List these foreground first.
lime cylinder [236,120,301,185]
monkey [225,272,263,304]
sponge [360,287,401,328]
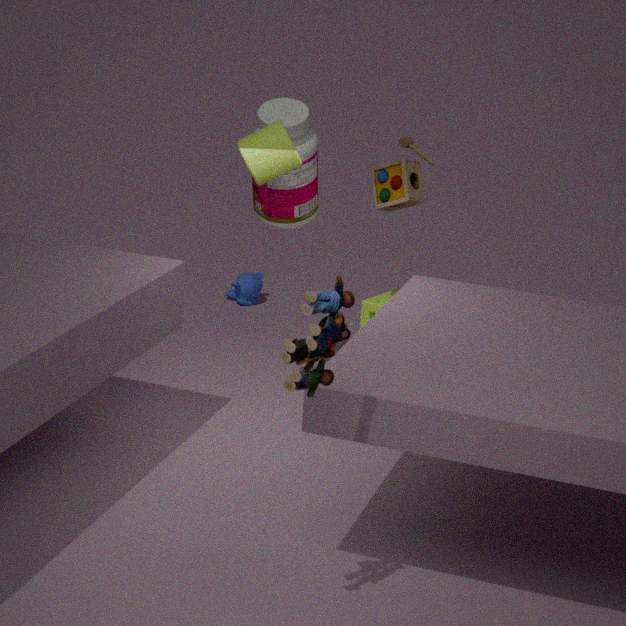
lime cylinder [236,120,301,185] → sponge [360,287,401,328] → monkey [225,272,263,304]
